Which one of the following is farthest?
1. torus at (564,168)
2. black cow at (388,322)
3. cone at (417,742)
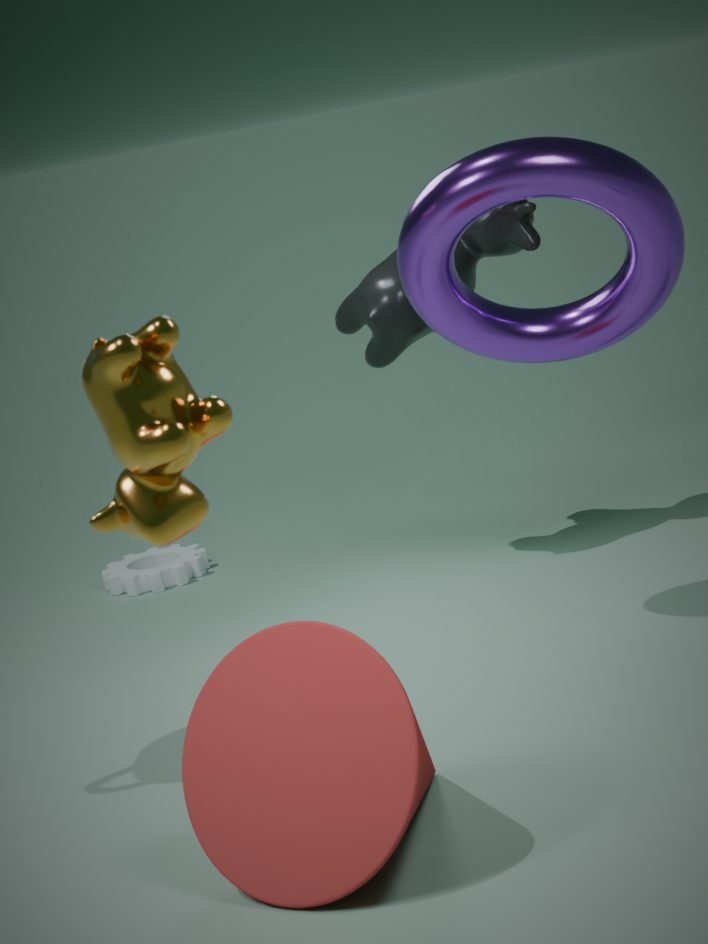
black cow at (388,322)
